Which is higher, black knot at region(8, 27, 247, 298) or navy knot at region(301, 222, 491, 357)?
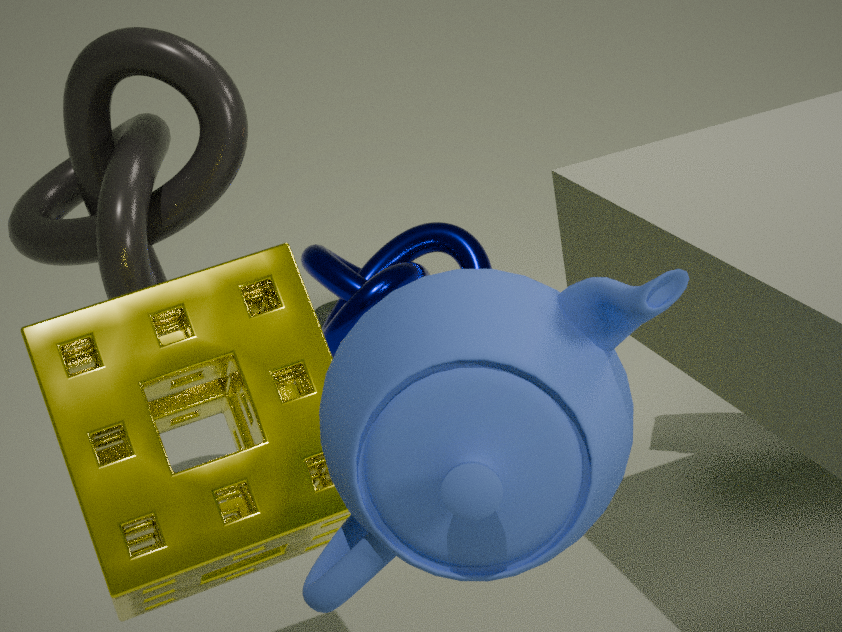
black knot at region(8, 27, 247, 298)
